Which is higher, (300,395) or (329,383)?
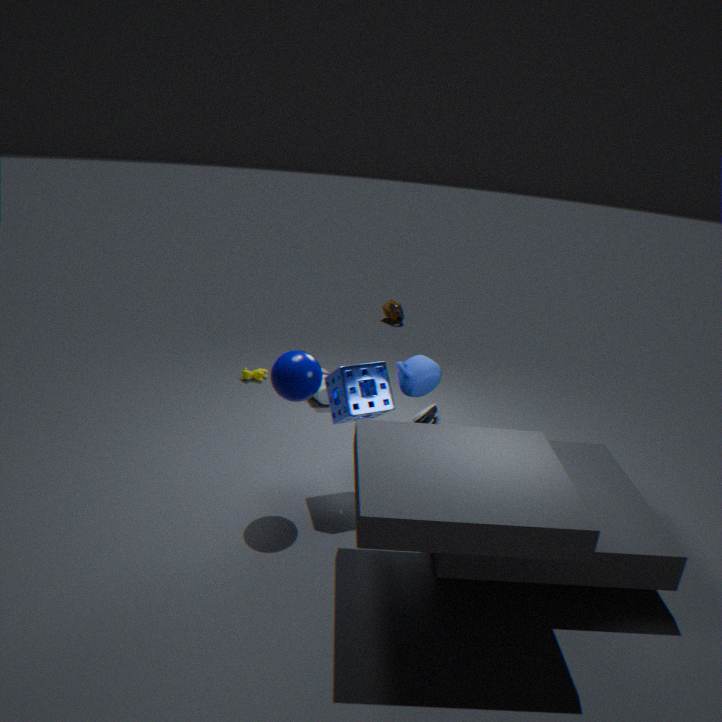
(300,395)
